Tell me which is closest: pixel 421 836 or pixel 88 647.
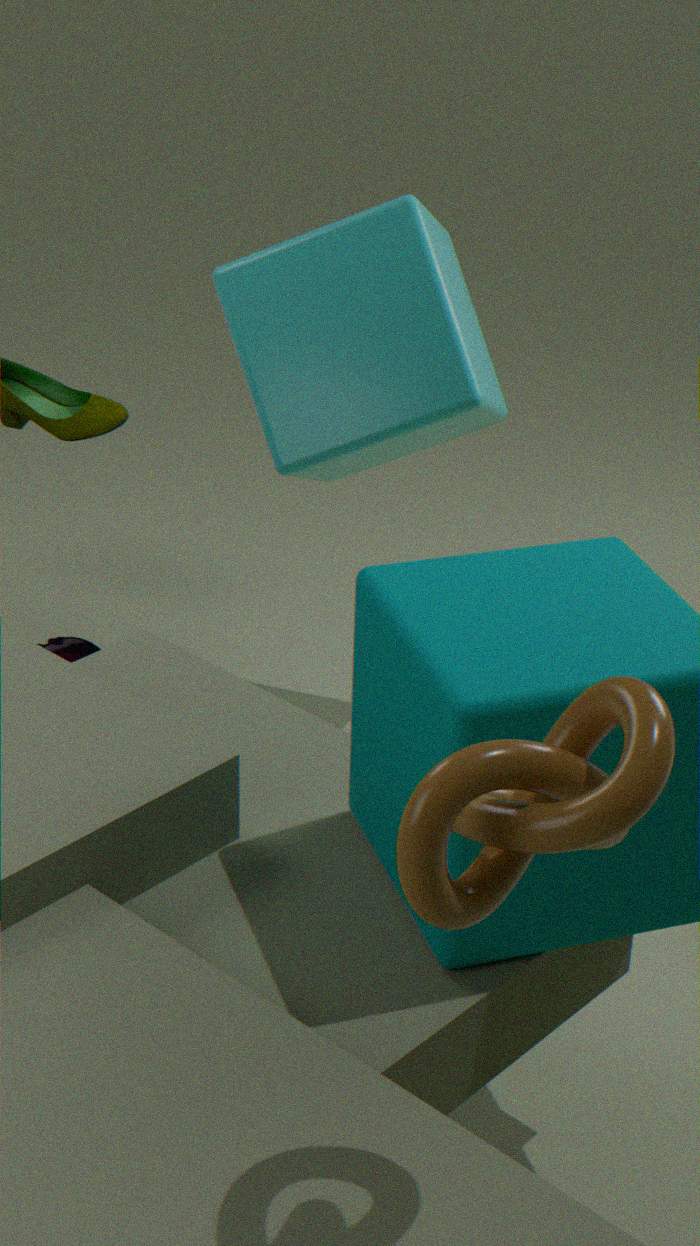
pixel 421 836
